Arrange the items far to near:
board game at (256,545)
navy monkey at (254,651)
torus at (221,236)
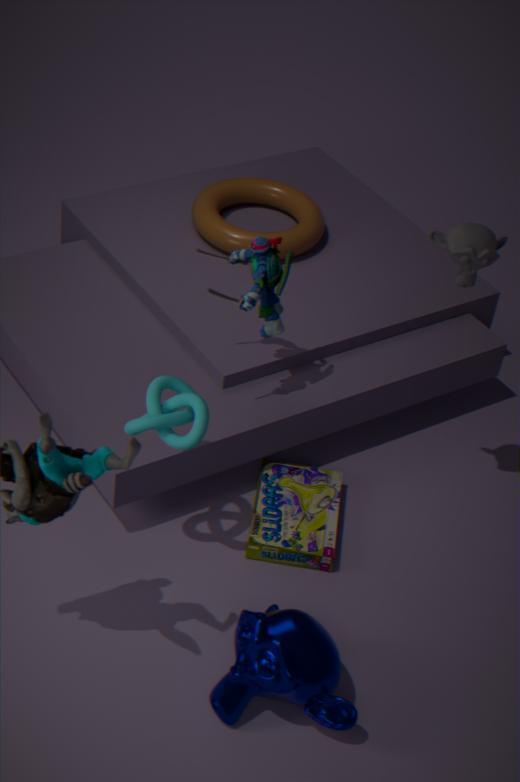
torus at (221,236) → board game at (256,545) → navy monkey at (254,651)
